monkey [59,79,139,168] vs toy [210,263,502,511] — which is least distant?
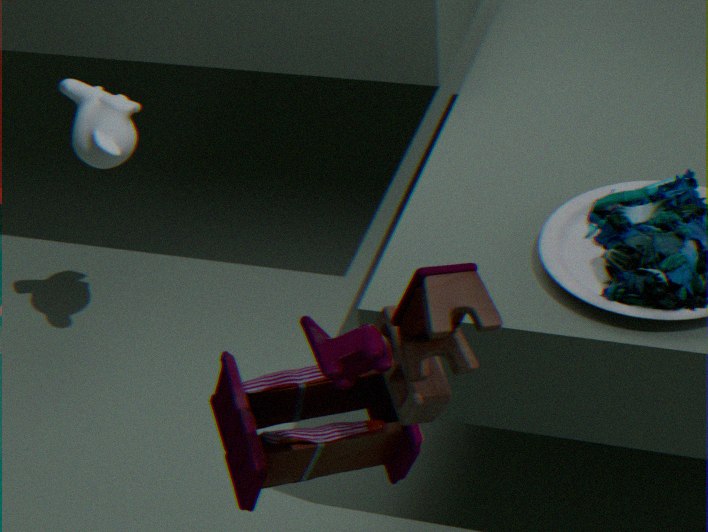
toy [210,263,502,511]
